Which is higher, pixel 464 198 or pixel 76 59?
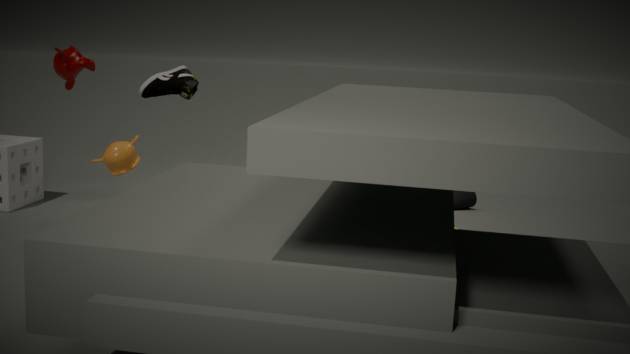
pixel 76 59
